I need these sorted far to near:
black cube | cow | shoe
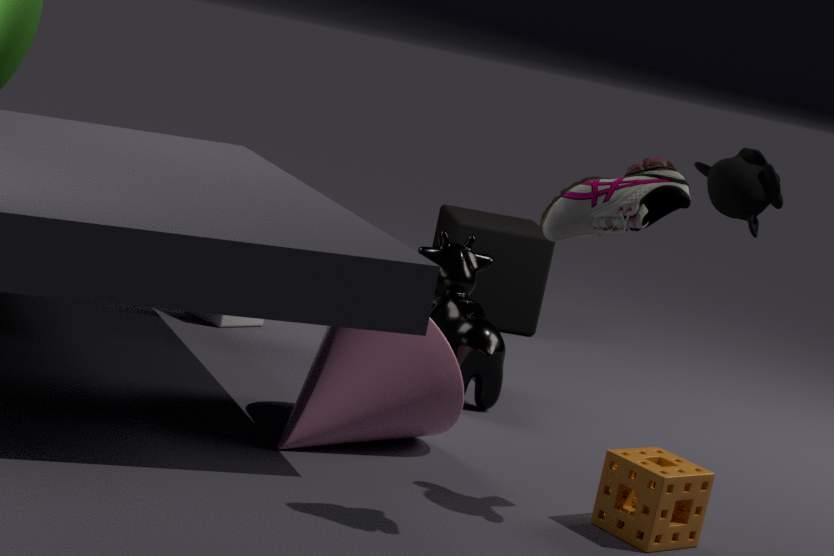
black cube
cow
shoe
